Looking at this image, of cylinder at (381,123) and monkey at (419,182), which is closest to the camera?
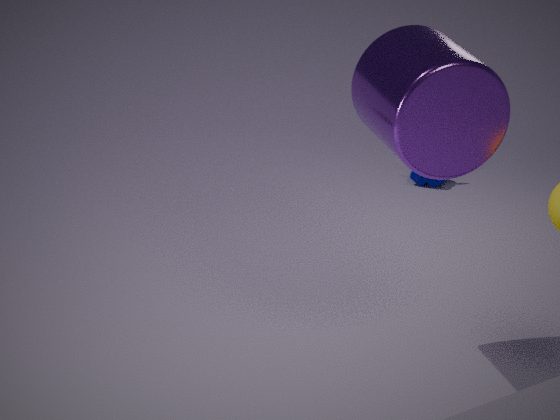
cylinder at (381,123)
